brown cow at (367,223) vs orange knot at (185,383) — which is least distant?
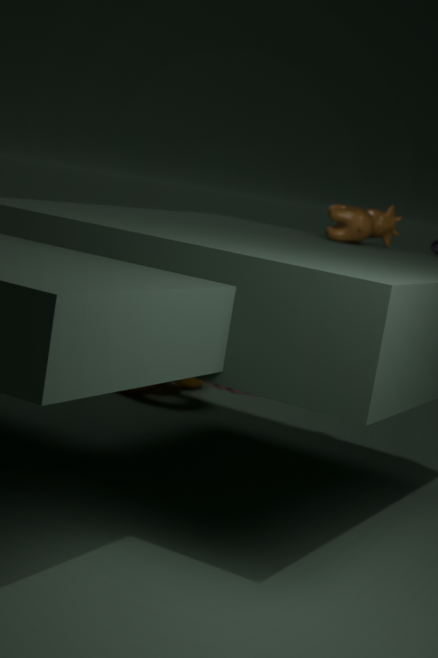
brown cow at (367,223)
